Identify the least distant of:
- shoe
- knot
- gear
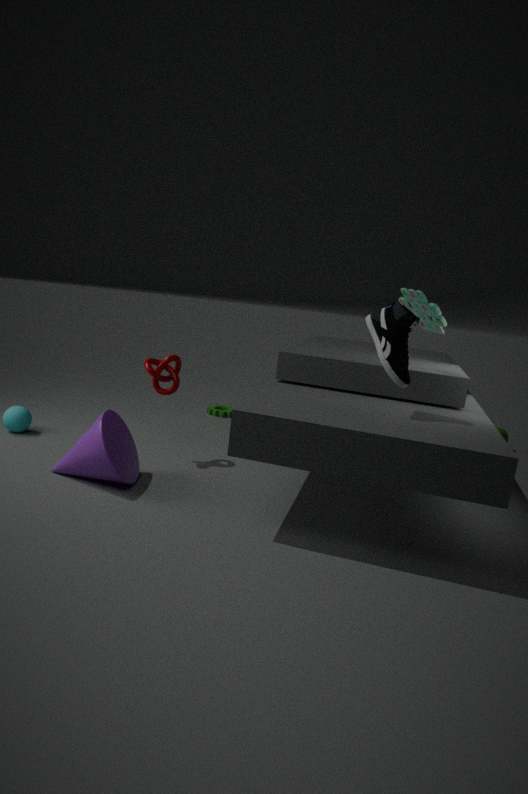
shoe
